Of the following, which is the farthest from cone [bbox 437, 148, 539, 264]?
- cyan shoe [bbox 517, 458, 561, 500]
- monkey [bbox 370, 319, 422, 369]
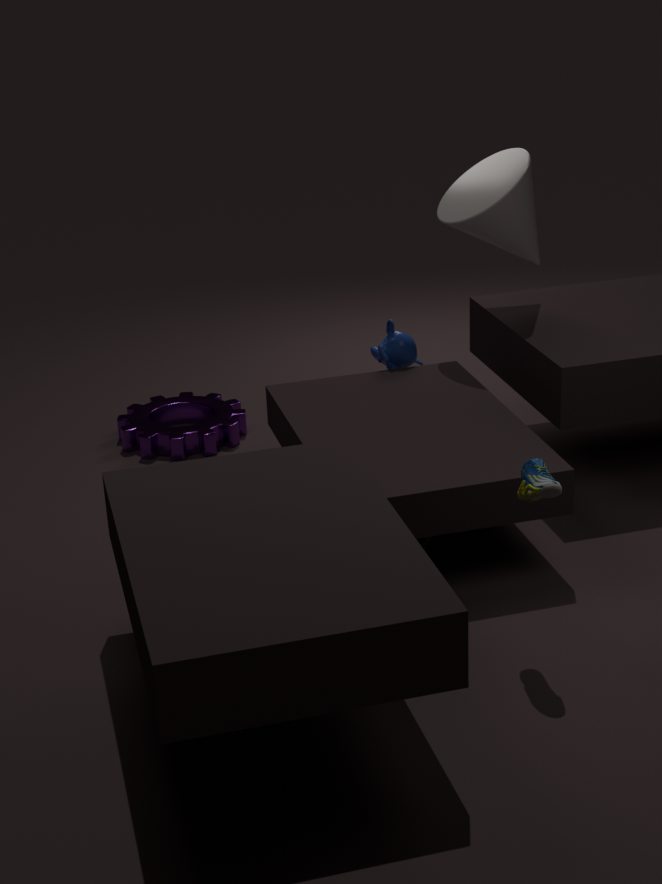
cyan shoe [bbox 517, 458, 561, 500]
